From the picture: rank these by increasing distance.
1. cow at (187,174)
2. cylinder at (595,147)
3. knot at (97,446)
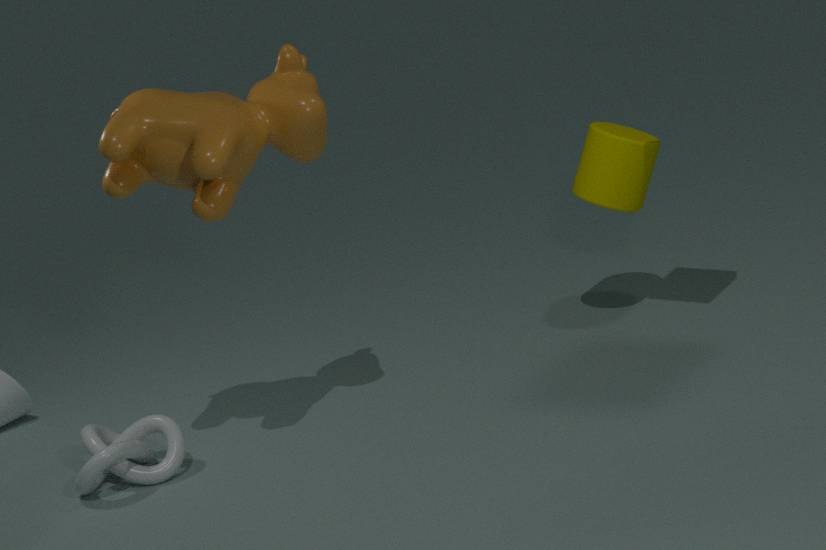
cow at (187,174)
knot at (97,446)
cylinder at (595,147)
